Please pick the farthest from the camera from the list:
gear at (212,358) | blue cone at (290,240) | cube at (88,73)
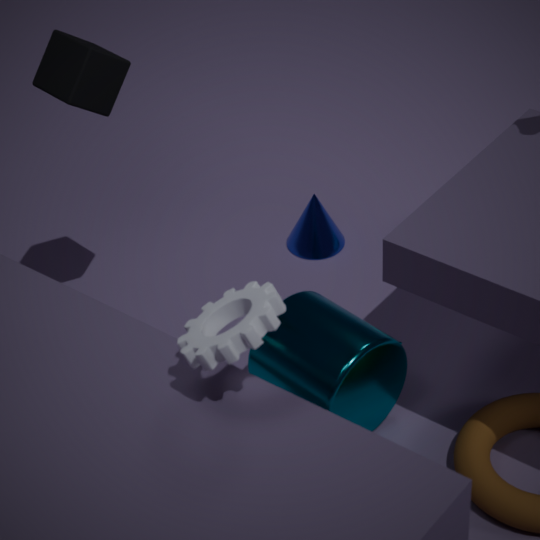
blue cone at (290,240)
